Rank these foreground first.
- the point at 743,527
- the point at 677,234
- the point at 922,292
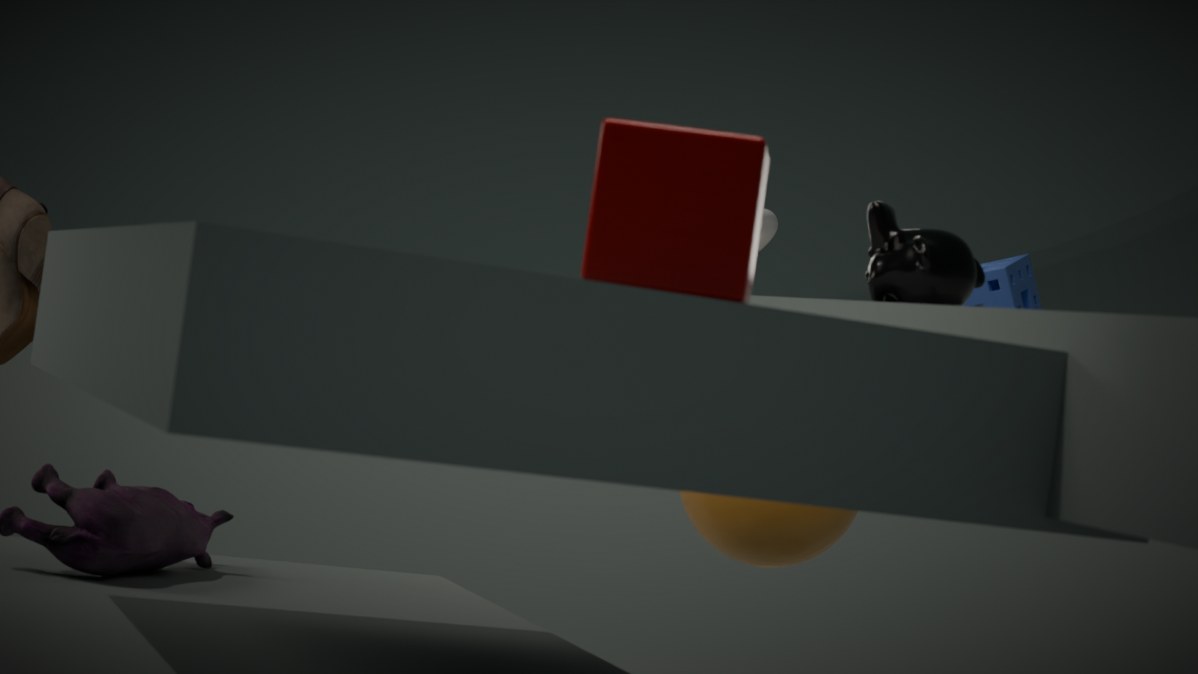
the point at 677,234 < the point at 922,292 < the point at 743,527
